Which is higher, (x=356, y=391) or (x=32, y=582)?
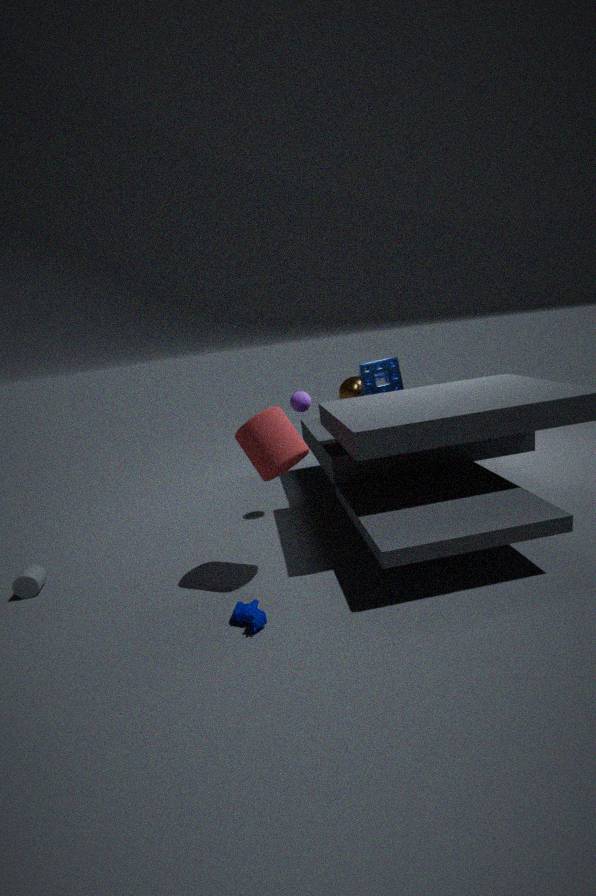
(x=356, y=391)
